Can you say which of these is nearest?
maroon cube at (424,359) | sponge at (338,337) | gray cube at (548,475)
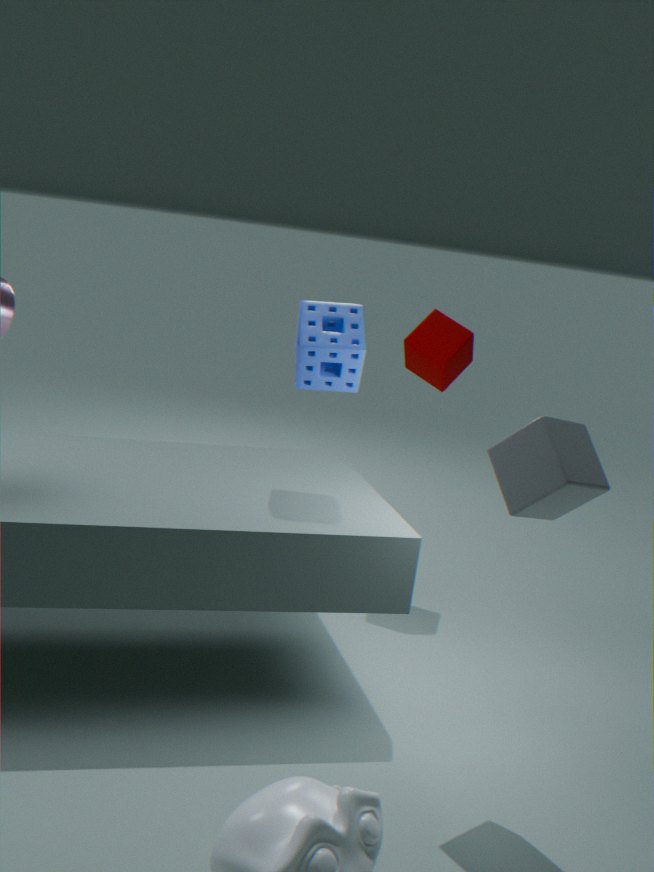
gray cube at (548,475)
